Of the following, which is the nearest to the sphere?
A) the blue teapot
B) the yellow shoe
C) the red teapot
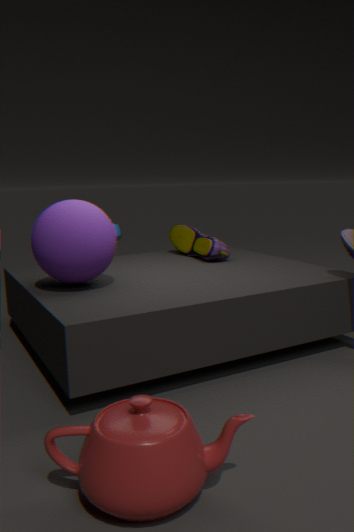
the yellow shoe
